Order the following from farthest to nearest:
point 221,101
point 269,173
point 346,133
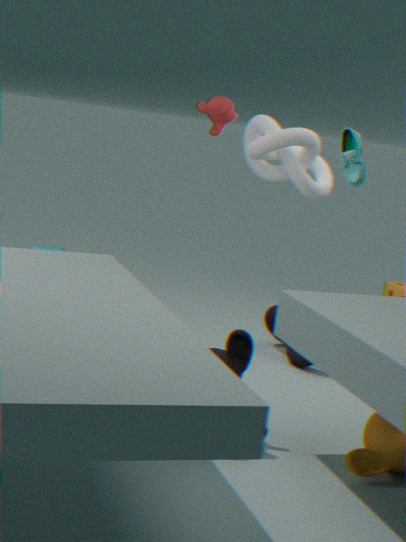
point 269,173
point 221,101
point 346,133
